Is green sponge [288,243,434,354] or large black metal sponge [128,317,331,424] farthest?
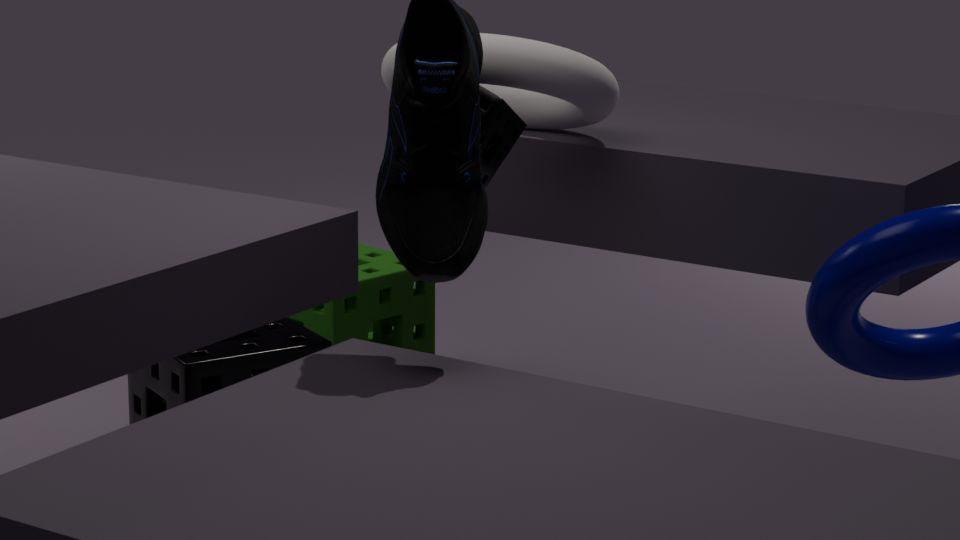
green sponge [288,243,434,354]
